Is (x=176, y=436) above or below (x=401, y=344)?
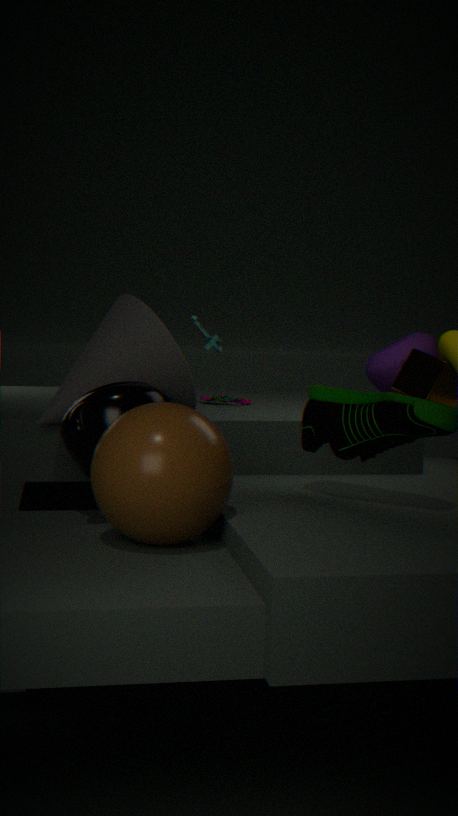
below
